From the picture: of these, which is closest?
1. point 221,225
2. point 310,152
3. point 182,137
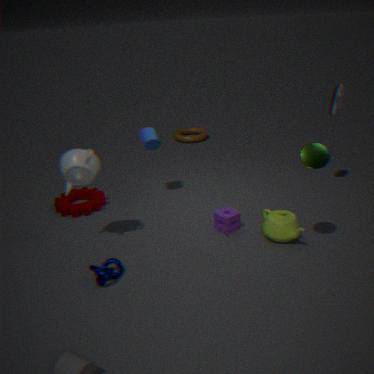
point 310,152
